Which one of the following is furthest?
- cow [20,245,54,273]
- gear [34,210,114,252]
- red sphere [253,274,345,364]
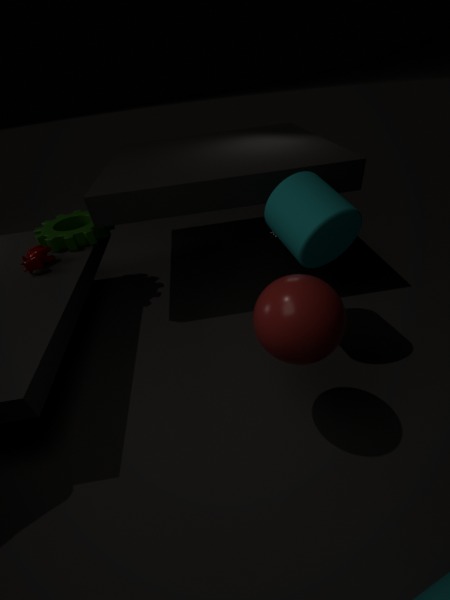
gear [34,210,114,252]
